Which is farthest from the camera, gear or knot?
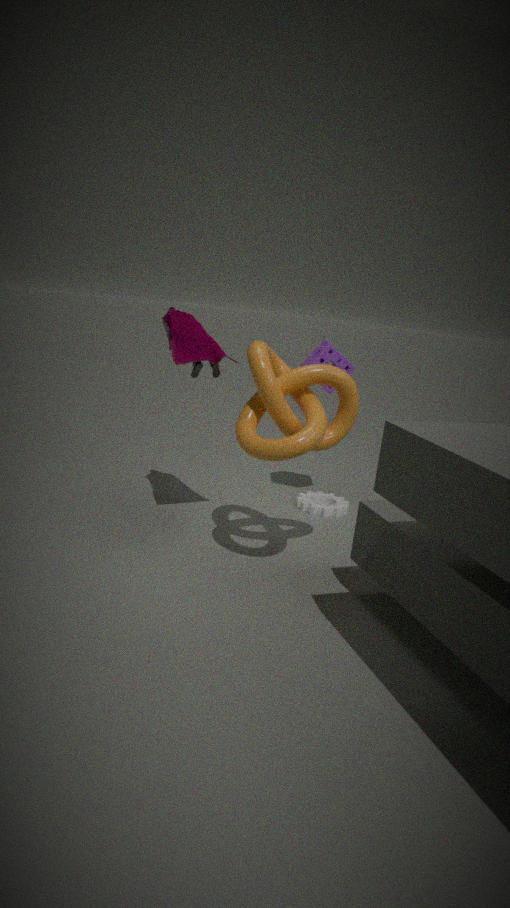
gear
